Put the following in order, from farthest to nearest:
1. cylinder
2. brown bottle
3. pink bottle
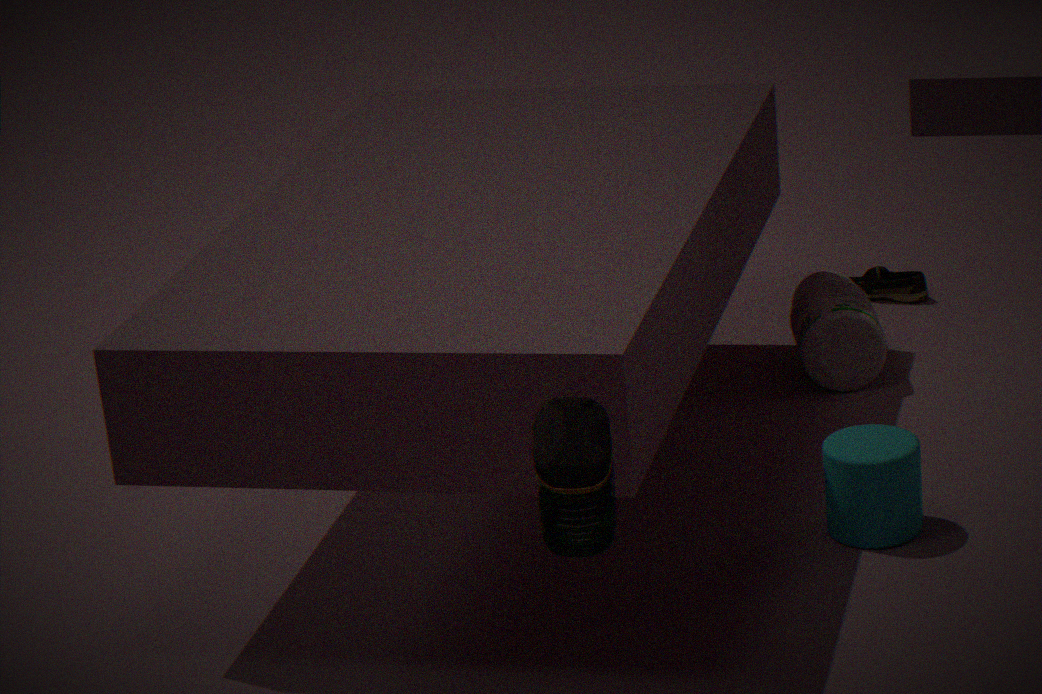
pink bottle
cylinder
brown bottle
